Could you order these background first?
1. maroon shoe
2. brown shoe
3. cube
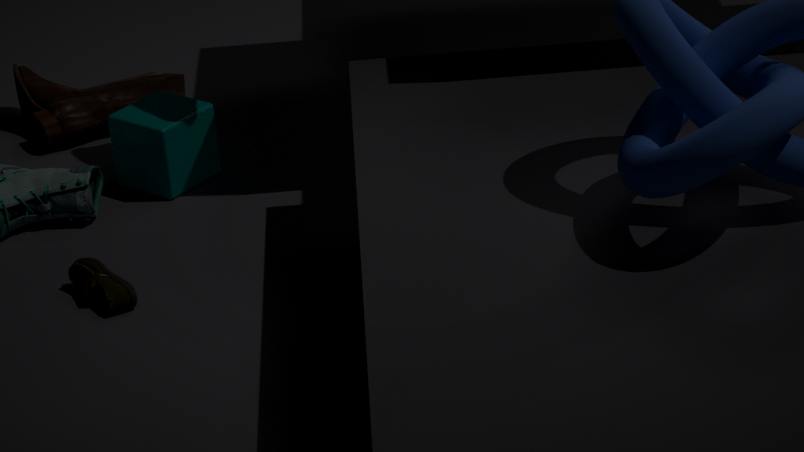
brown shoe
cube
maroon shoe
